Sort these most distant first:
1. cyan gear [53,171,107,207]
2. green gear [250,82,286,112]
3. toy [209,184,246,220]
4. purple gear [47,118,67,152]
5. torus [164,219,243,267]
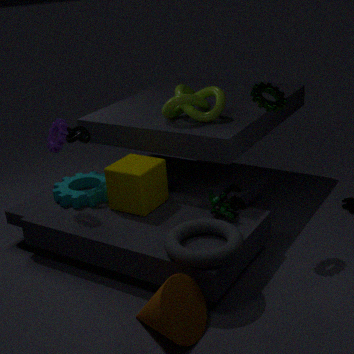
cyan gear [53,171,107,207] < purple gear [47,118,67,152] < toy [209,184,246,220] < green gear [250,82,286,112] < torus [164,219,243,267]
